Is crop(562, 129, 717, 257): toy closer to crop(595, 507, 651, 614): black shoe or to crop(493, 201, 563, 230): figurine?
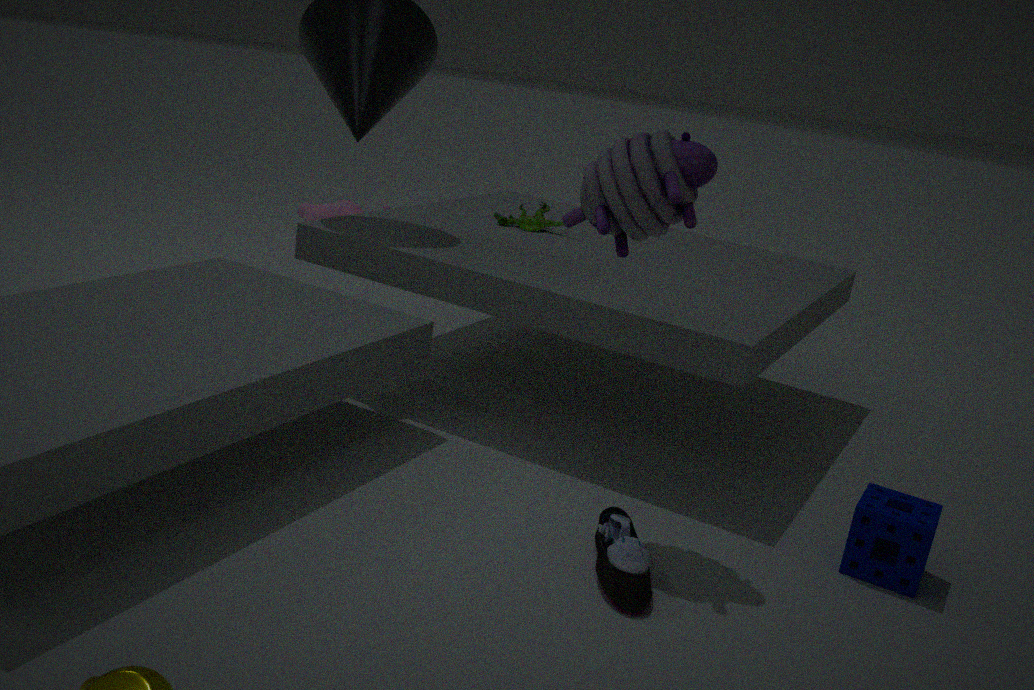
crop(595, 507, 651, 614): black shoe
